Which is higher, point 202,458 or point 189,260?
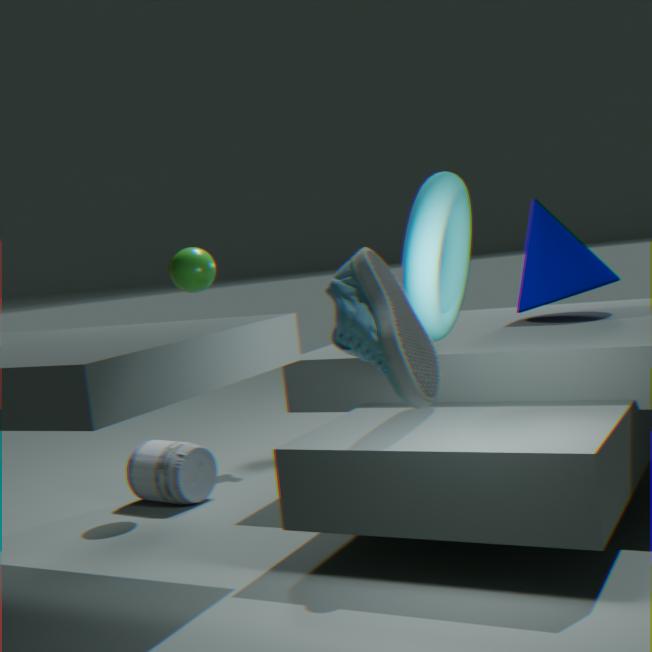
point 189,260
